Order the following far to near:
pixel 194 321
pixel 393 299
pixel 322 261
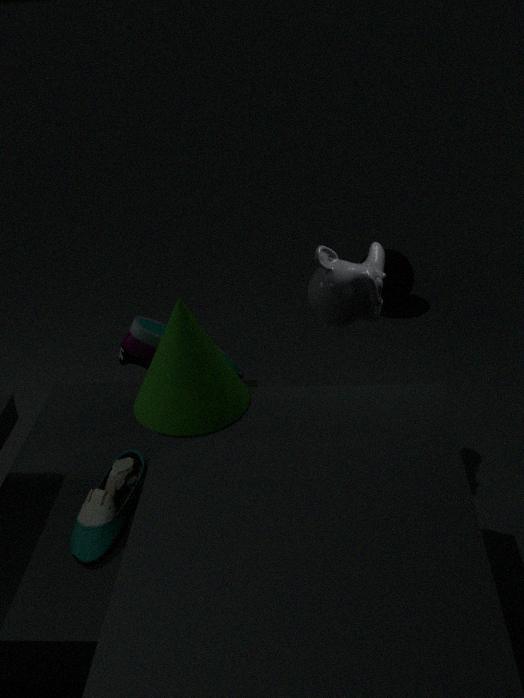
pixel 393 299, pixel 322 261, pixel 194 321
